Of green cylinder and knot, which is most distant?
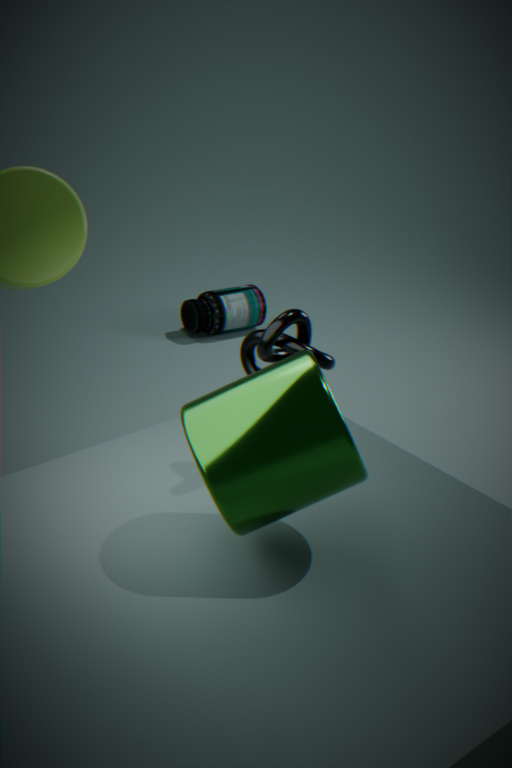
knot
